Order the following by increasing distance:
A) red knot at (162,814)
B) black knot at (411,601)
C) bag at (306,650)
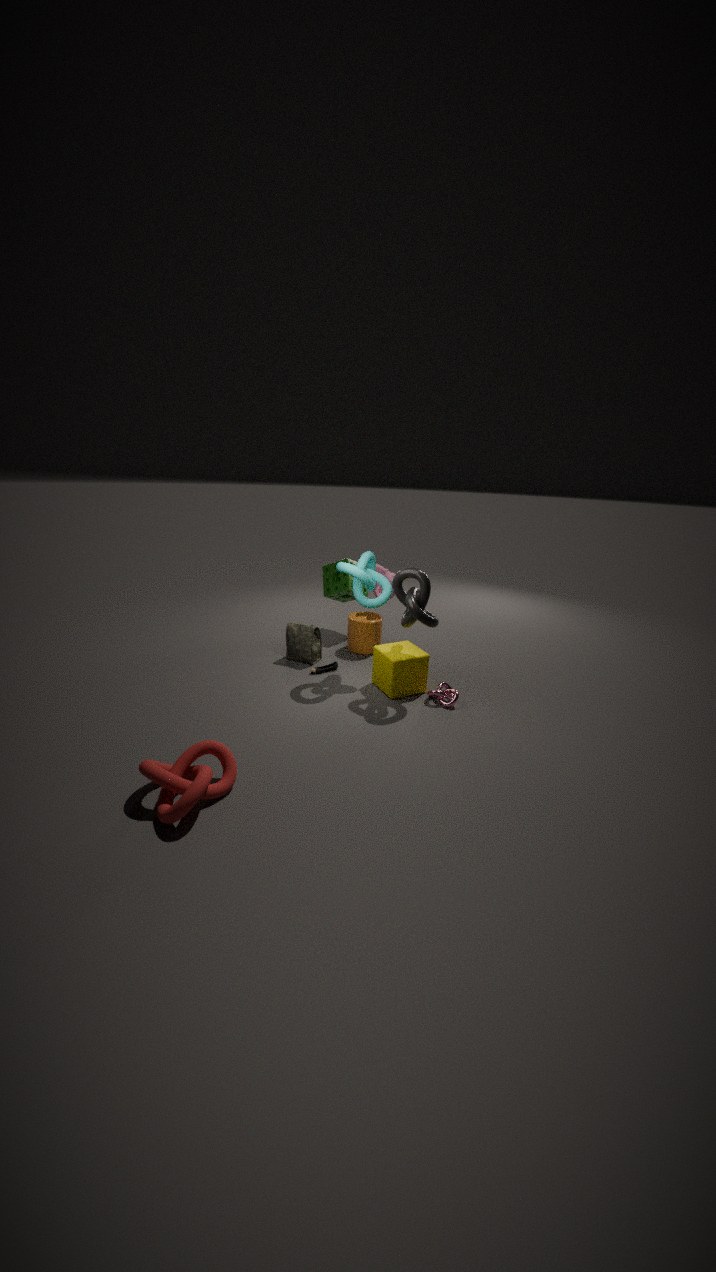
1. red knot at (162,814)
2. black knot at (411,601)
3. bag at (306,650)
